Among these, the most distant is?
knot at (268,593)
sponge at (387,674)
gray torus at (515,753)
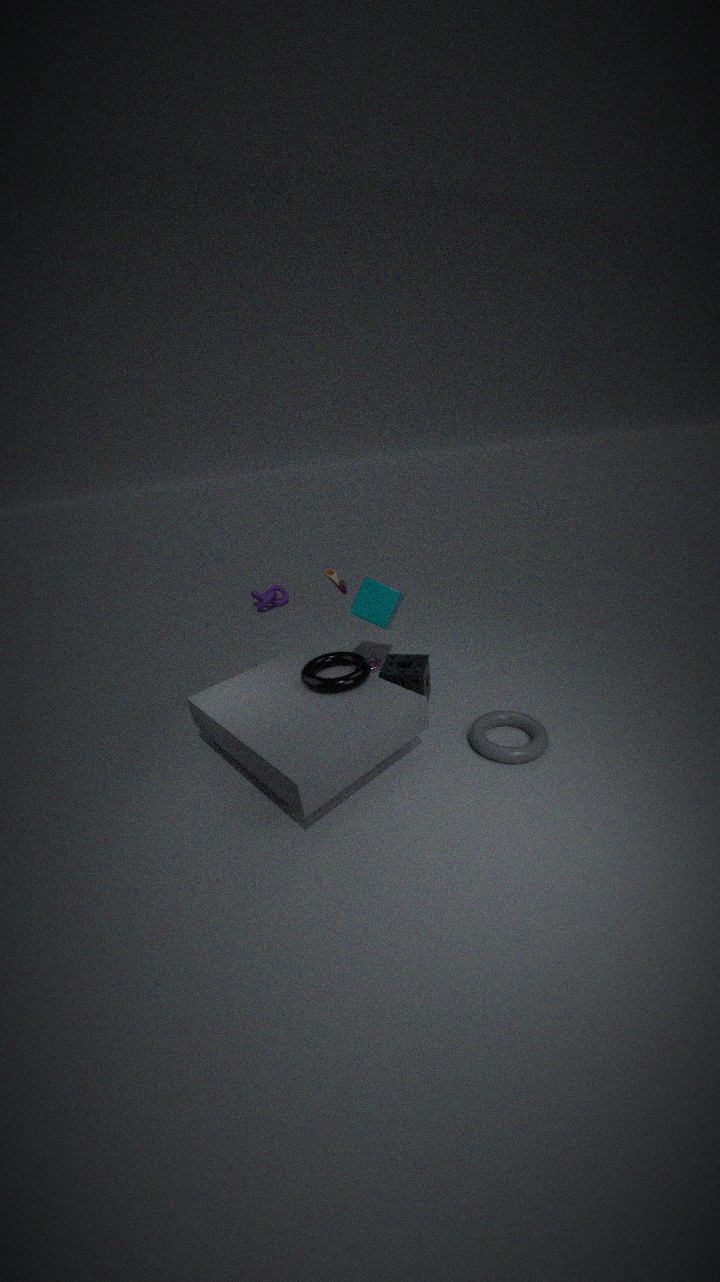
knot at (268,593)
